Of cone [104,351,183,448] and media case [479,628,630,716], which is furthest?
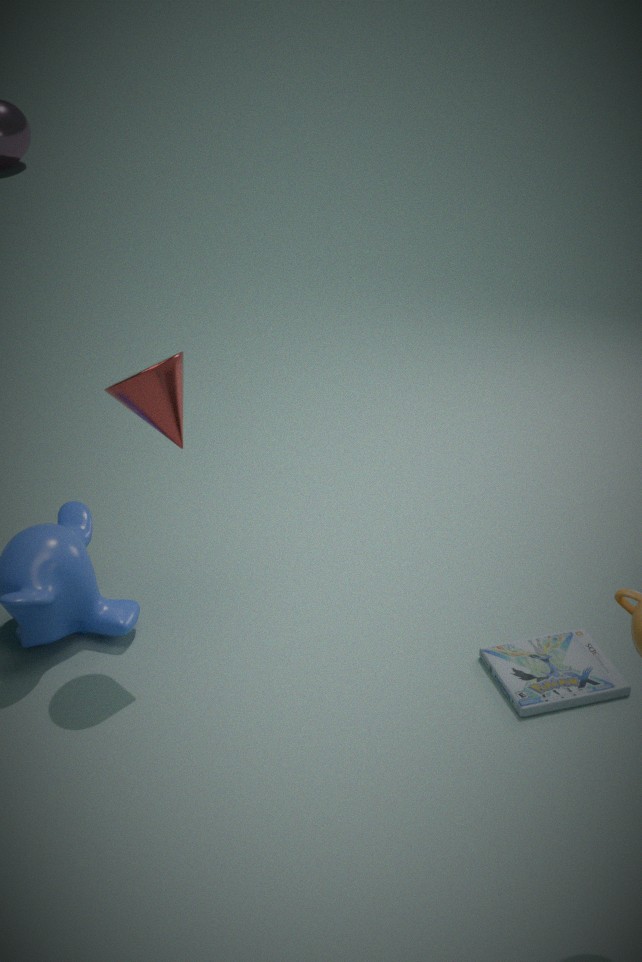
media case [479,628,630,716]
